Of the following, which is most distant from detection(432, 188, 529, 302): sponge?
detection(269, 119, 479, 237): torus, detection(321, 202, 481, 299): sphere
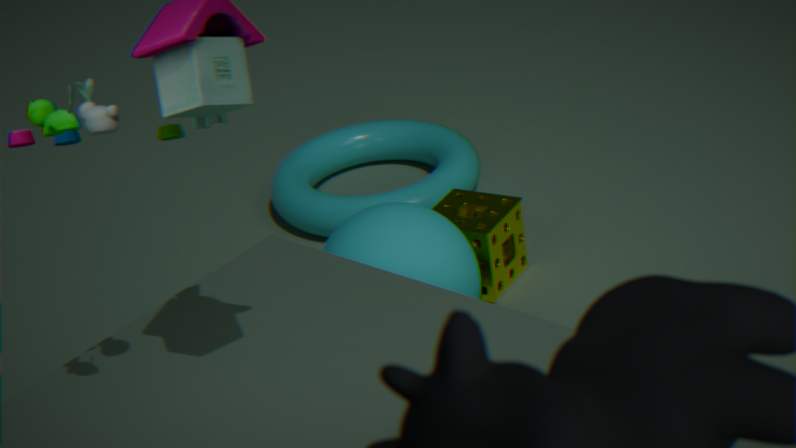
detection(269, 119, 479, 237): torus
